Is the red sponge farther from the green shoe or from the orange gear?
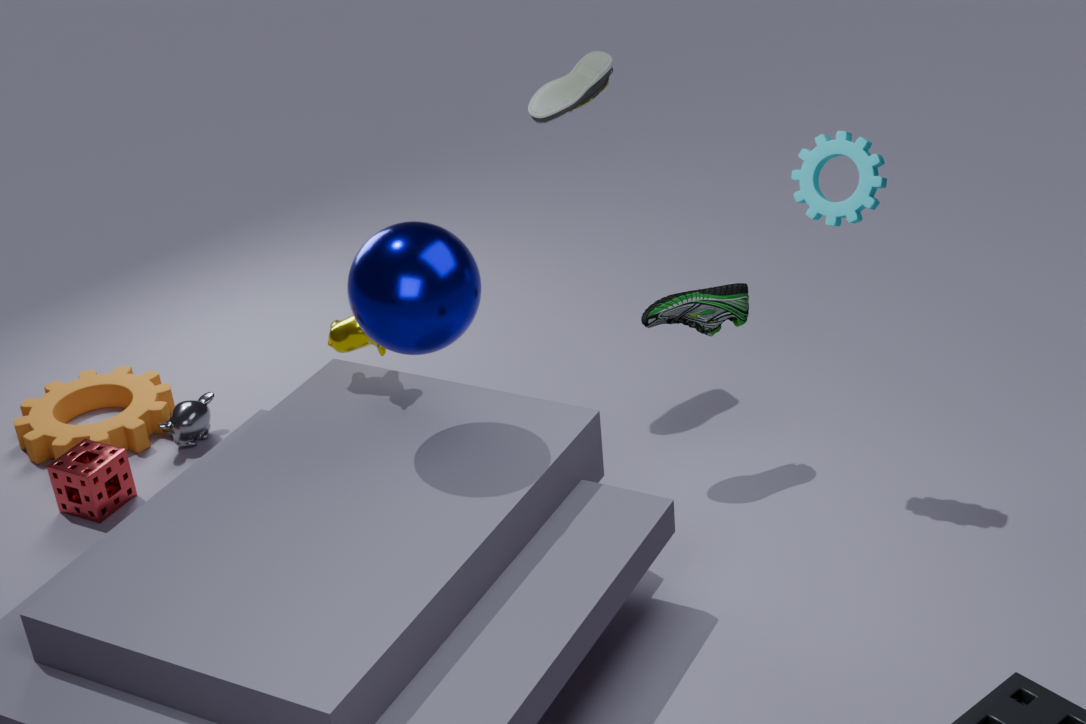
the green shoe
